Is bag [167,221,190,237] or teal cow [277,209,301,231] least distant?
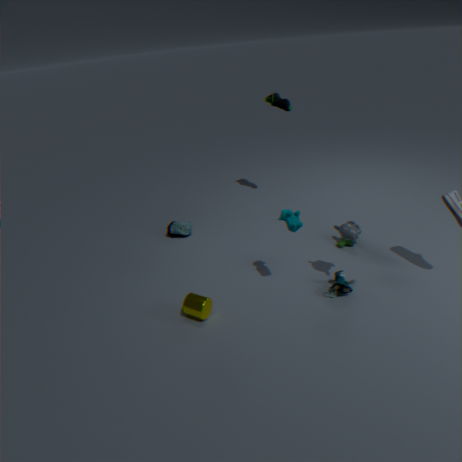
teal cow [277,209,301,231]
